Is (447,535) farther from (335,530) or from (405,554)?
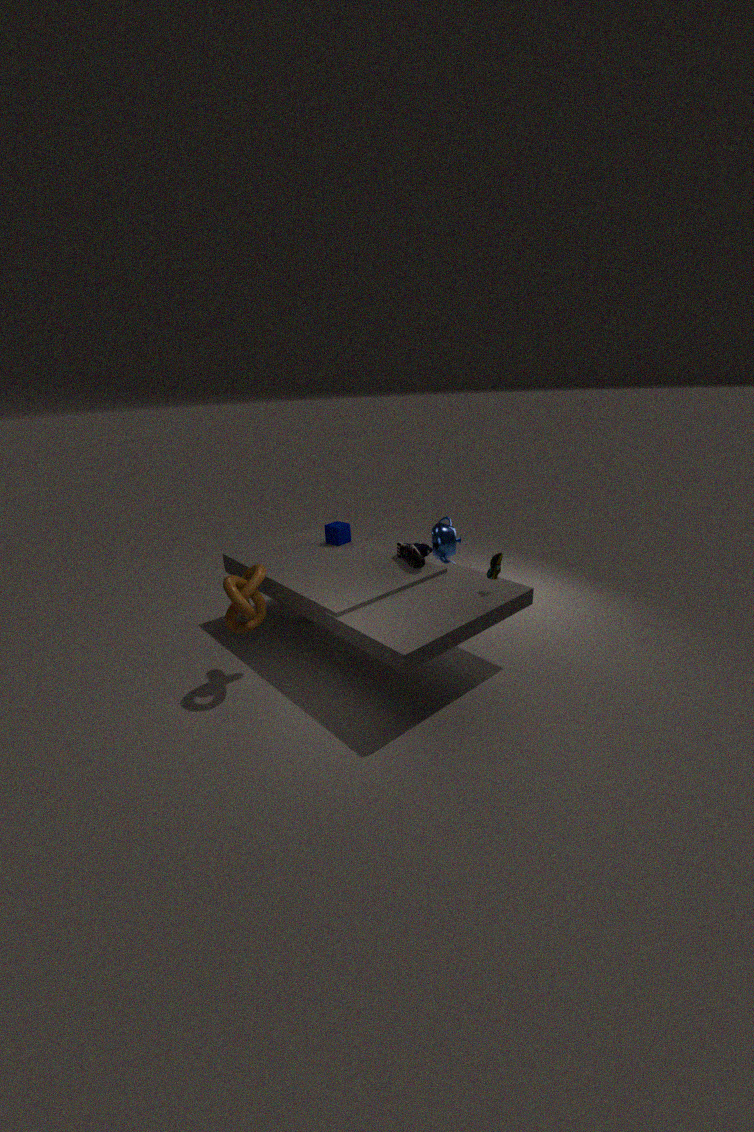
(335,530)
